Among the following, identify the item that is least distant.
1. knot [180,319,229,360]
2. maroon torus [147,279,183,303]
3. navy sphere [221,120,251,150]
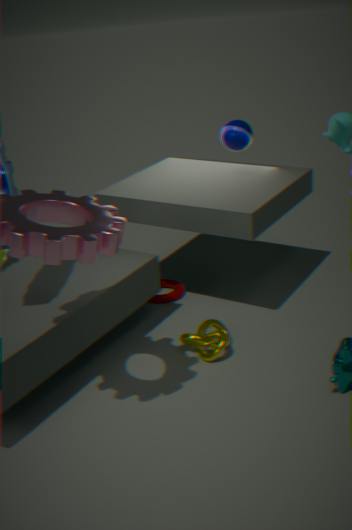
knot [180,319,229,360]
